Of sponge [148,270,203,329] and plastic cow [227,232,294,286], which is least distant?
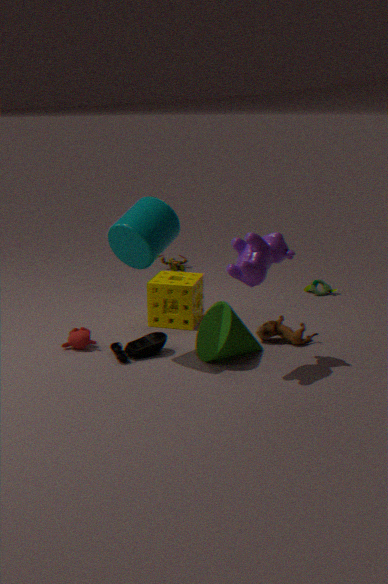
plastic cow [227,232,294,286]
